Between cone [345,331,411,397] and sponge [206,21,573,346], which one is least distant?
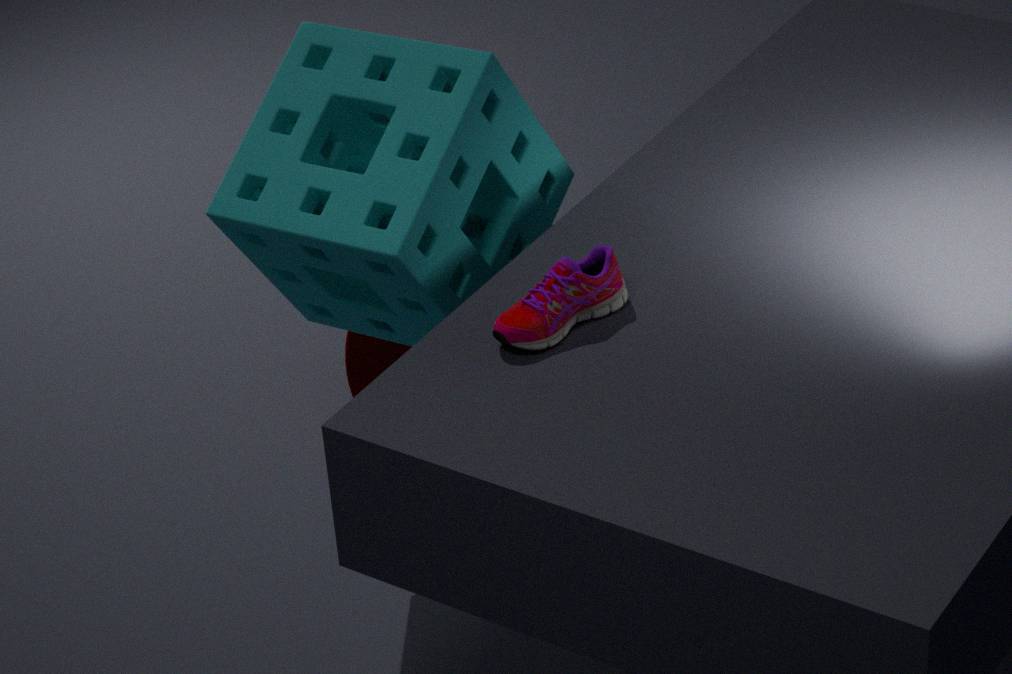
sponge [206,21,573,346]
